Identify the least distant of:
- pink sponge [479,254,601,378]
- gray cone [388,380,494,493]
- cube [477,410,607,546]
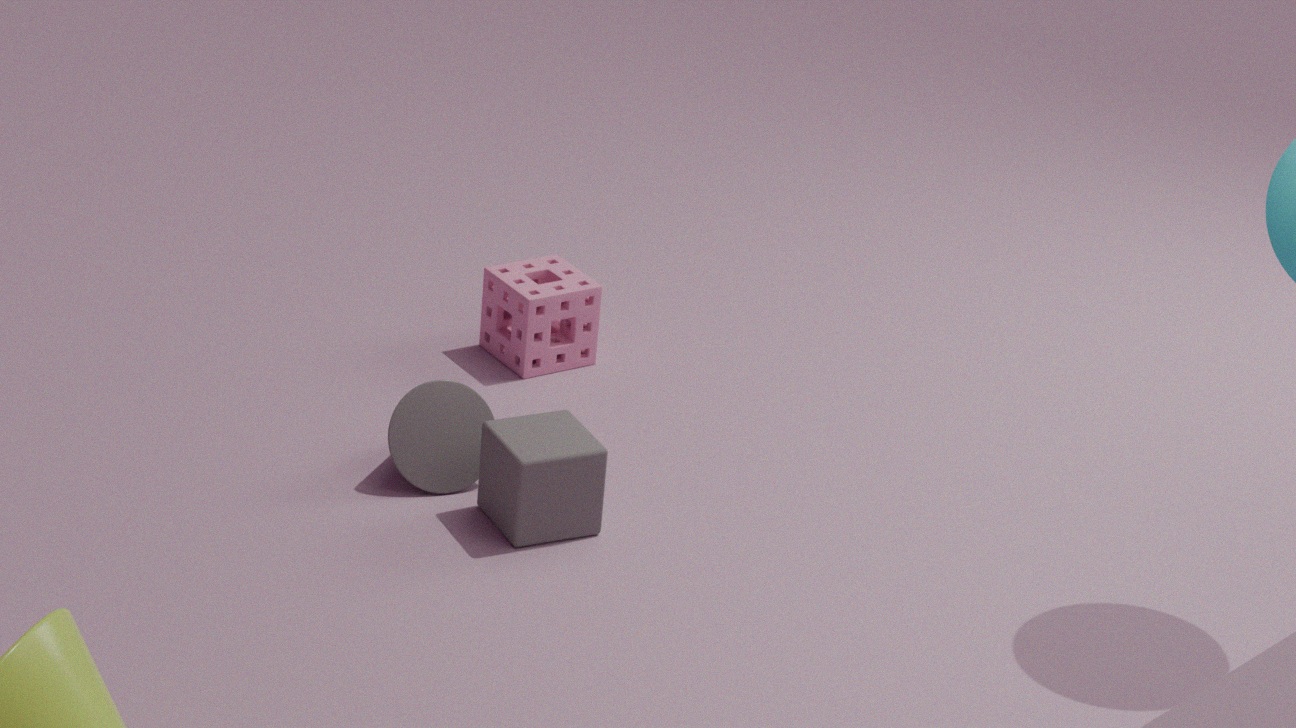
cube [477,410,607,546]
